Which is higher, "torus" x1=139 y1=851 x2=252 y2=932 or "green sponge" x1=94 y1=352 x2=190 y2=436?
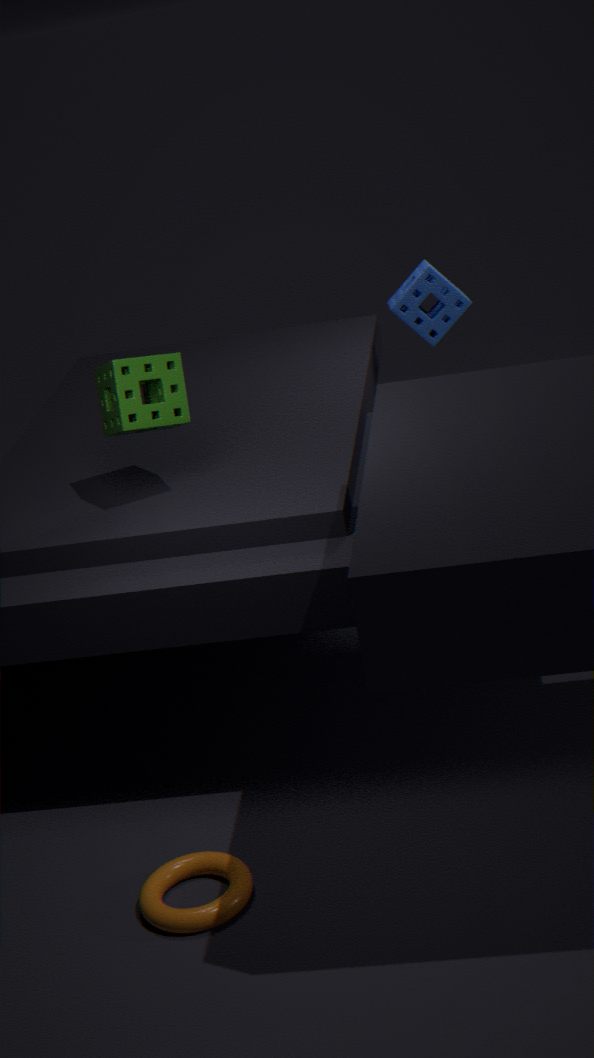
"green sponge" x1=94 y1=352 x2=190 y2=436
